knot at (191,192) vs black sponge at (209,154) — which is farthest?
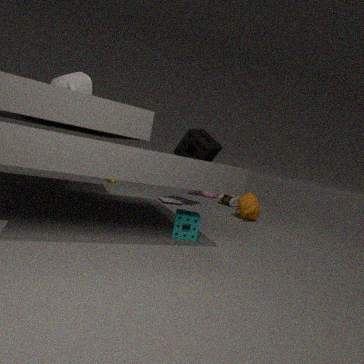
knot at (191,192)
